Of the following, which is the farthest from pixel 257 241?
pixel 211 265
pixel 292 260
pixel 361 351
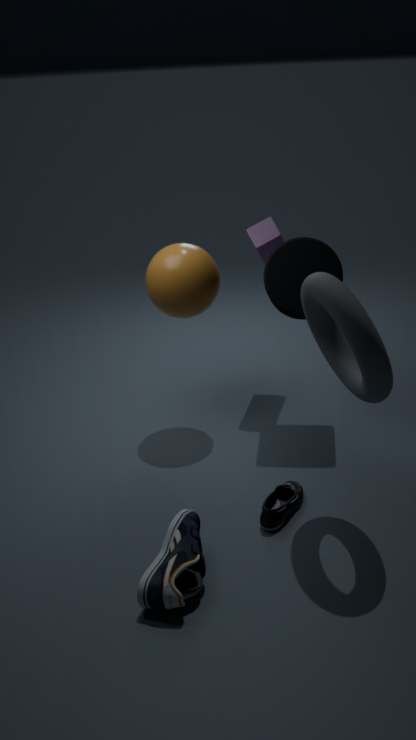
pixel 361 351
